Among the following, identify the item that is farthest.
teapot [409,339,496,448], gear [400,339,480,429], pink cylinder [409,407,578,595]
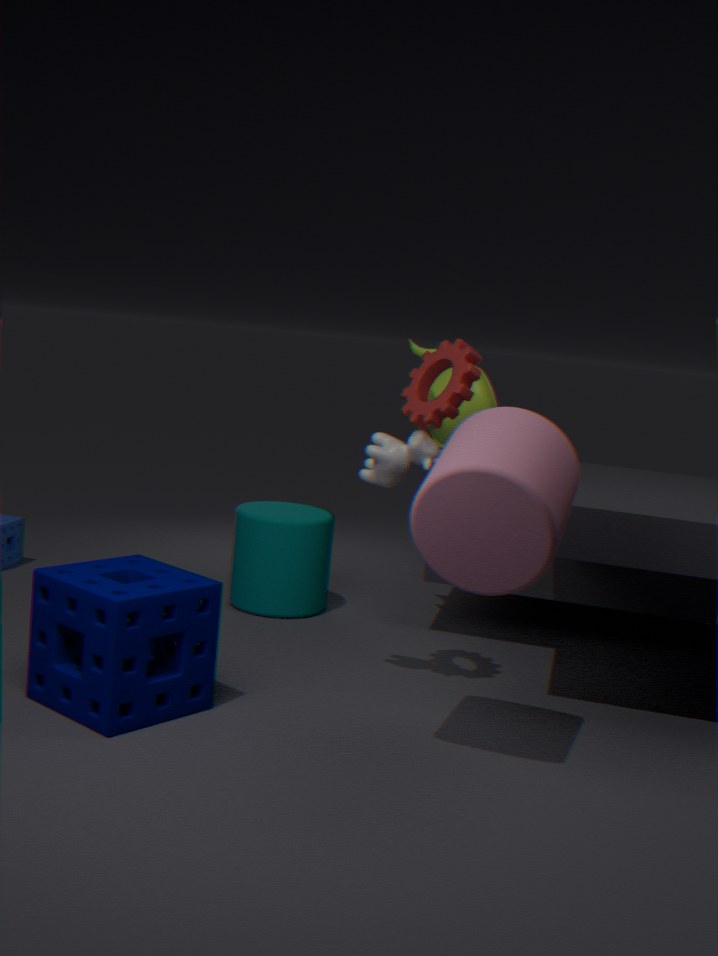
teapot [409,339,496,448]
